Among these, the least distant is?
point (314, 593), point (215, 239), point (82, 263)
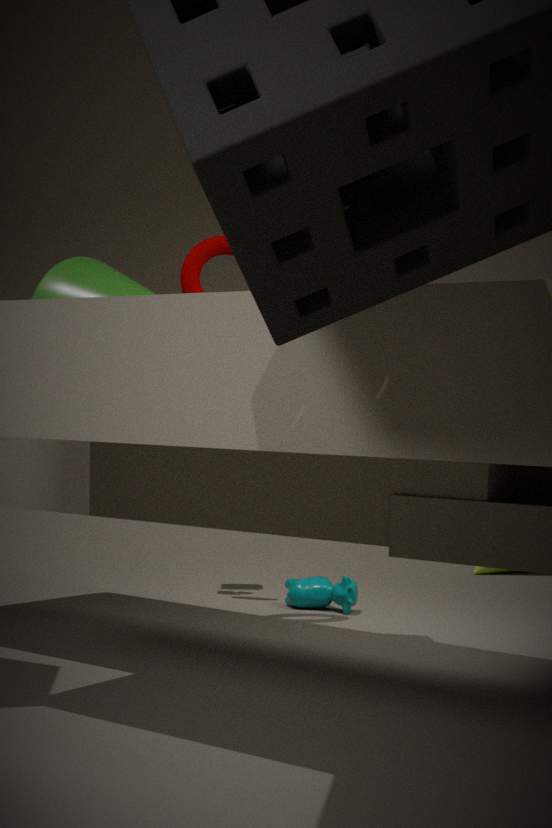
point (82, 263)
